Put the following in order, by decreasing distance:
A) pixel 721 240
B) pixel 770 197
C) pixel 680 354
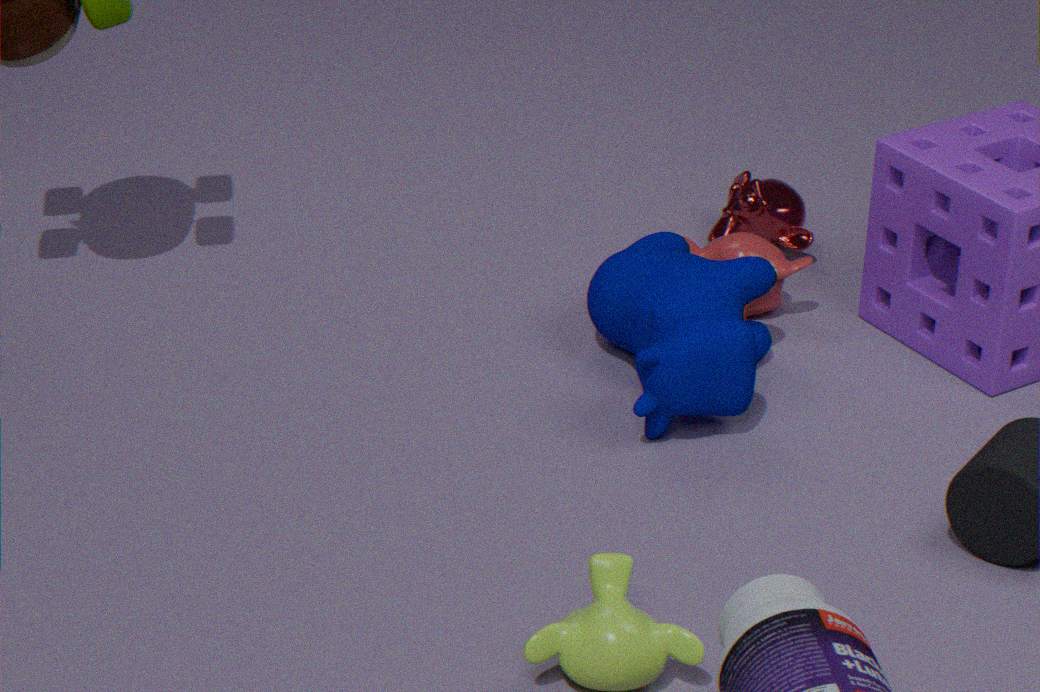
pixel 770 197 < pixel 721 240 < pixel 680 354
